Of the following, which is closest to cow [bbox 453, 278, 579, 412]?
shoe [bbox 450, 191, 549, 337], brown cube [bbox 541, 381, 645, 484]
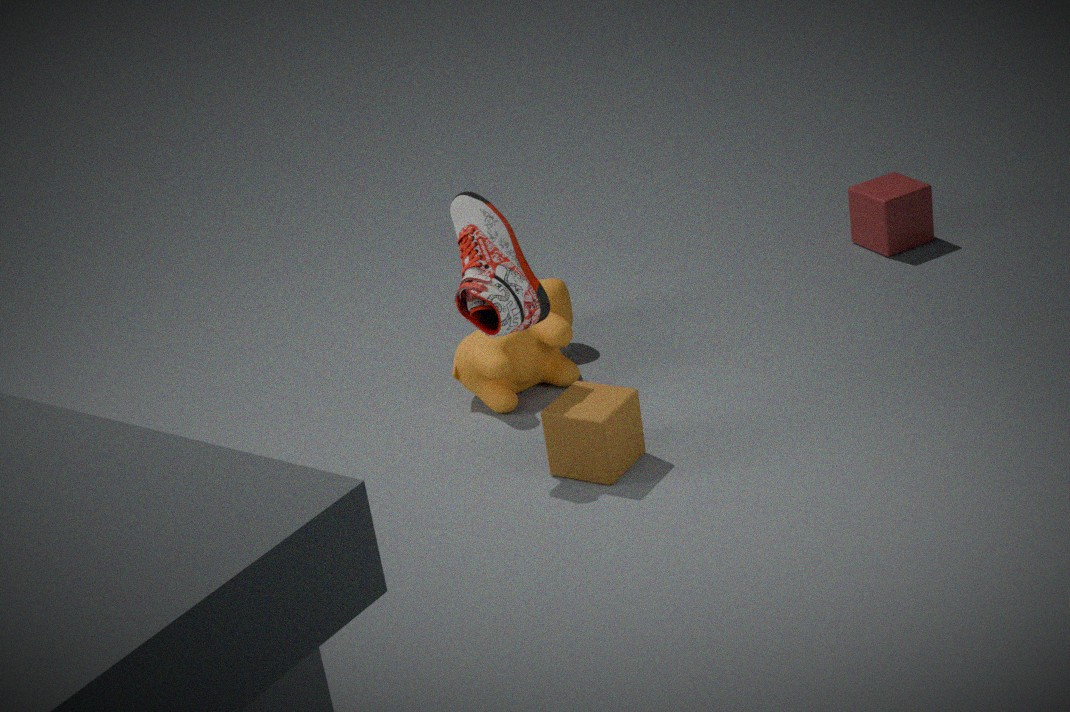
shoe [bbox 450, 191, 549, 337]
